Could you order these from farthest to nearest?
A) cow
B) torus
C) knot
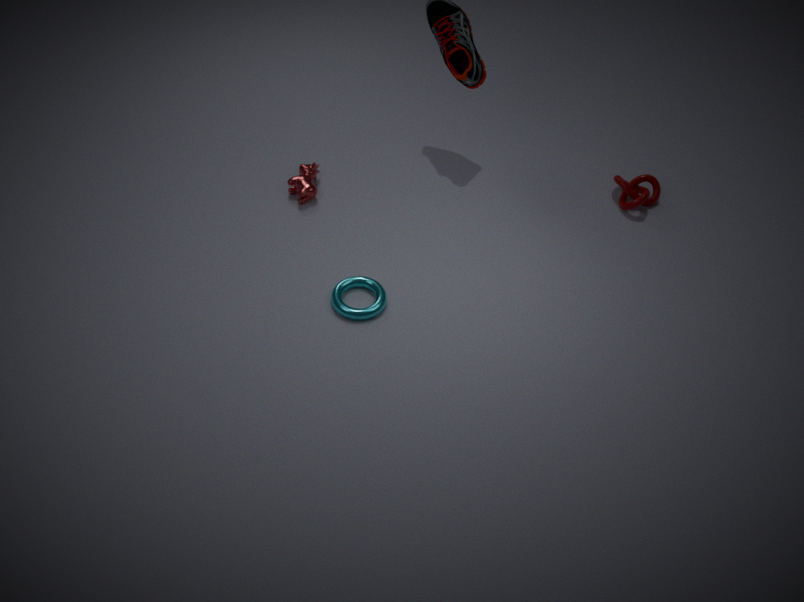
1. knot
2. cow
3. torus
